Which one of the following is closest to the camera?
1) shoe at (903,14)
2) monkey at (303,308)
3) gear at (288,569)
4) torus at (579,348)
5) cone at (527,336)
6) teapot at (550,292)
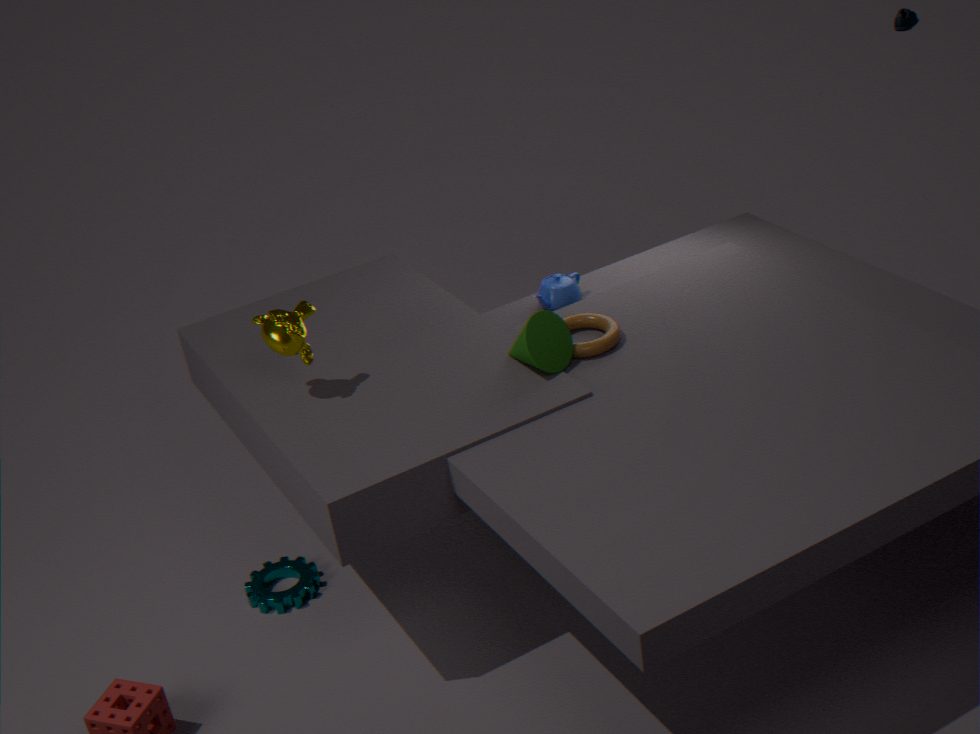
5. cone at (527,336)
